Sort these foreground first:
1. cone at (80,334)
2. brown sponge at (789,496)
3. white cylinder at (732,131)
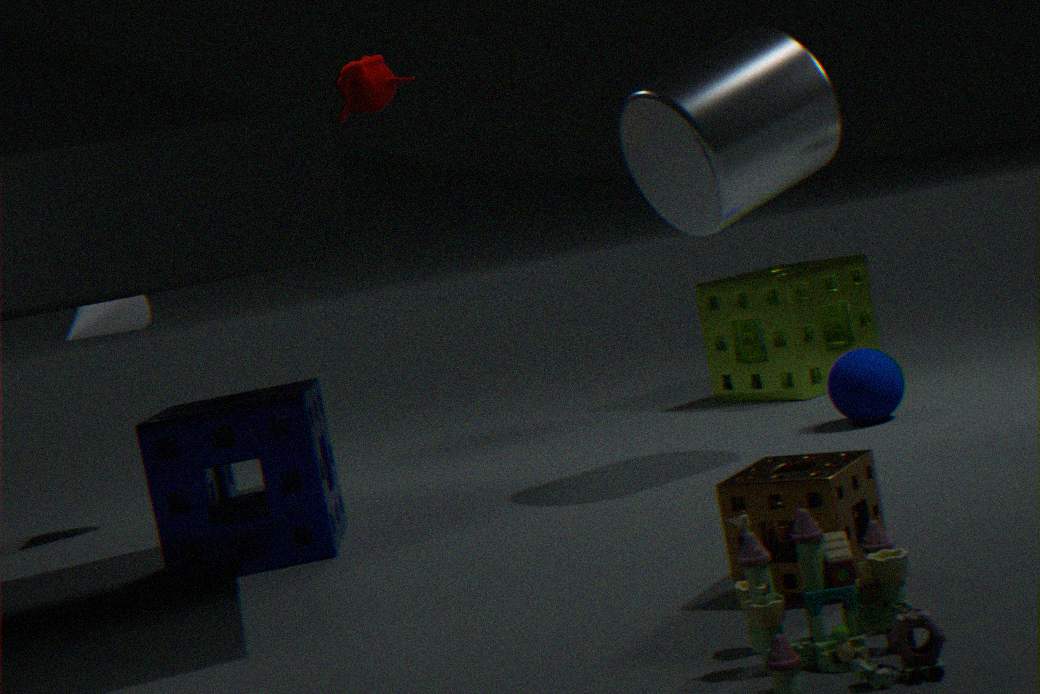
1. brown sponge at (789,496)
2. white cylinder at (732,131)
3. cone at (80,334)
